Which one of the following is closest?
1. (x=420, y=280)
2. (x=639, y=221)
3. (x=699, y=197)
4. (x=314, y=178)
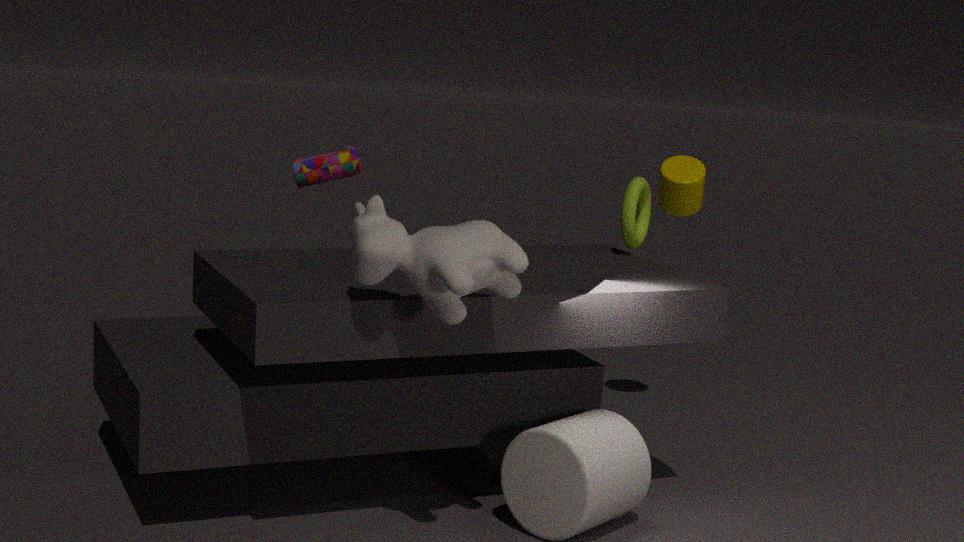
(x=420, y=280)
